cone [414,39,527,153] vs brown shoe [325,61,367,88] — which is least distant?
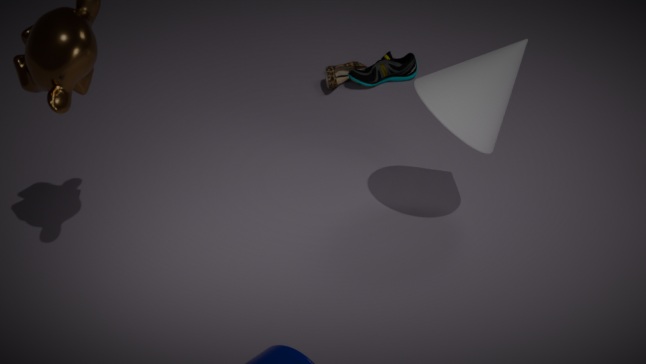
cone [414,39,527,153]
